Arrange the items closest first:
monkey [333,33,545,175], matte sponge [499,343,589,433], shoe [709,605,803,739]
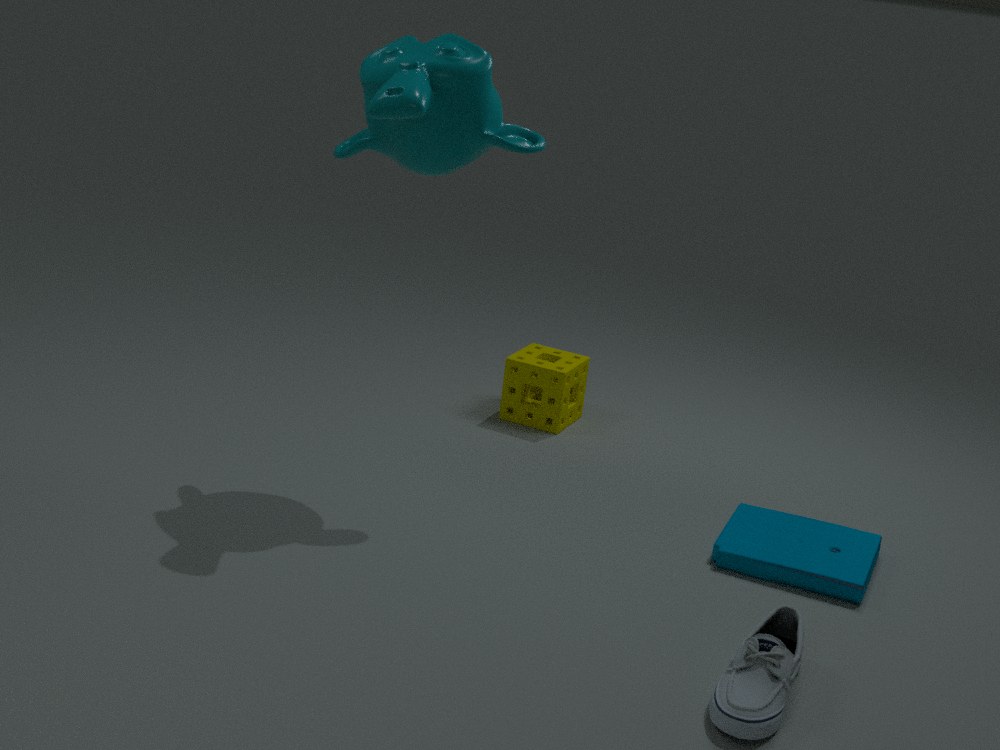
shoe [709,605,803,739]
monkey [333,33,545,175]
matte sponge [499,343,589,433]
